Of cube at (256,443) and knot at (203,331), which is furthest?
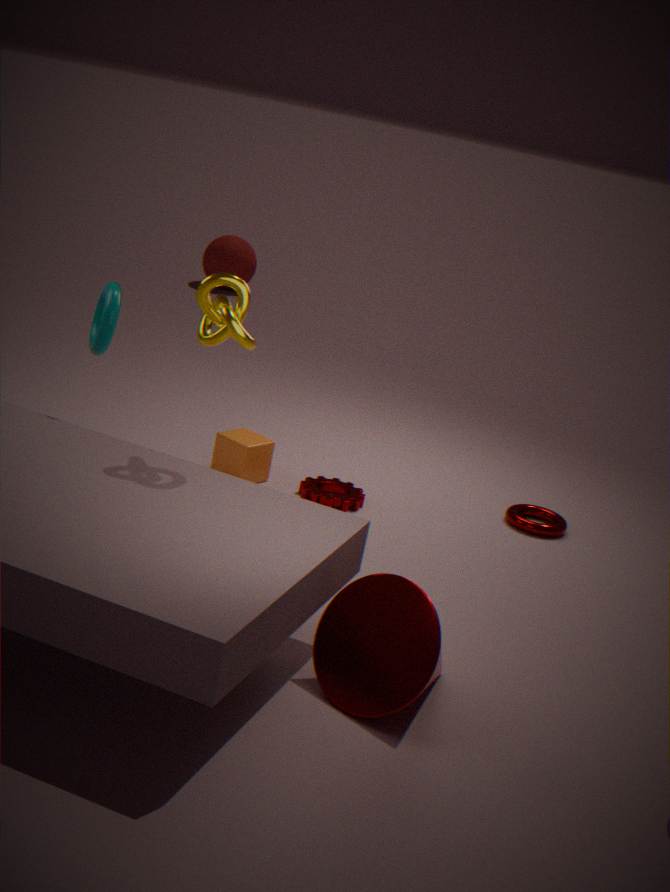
cube at (256,443)
